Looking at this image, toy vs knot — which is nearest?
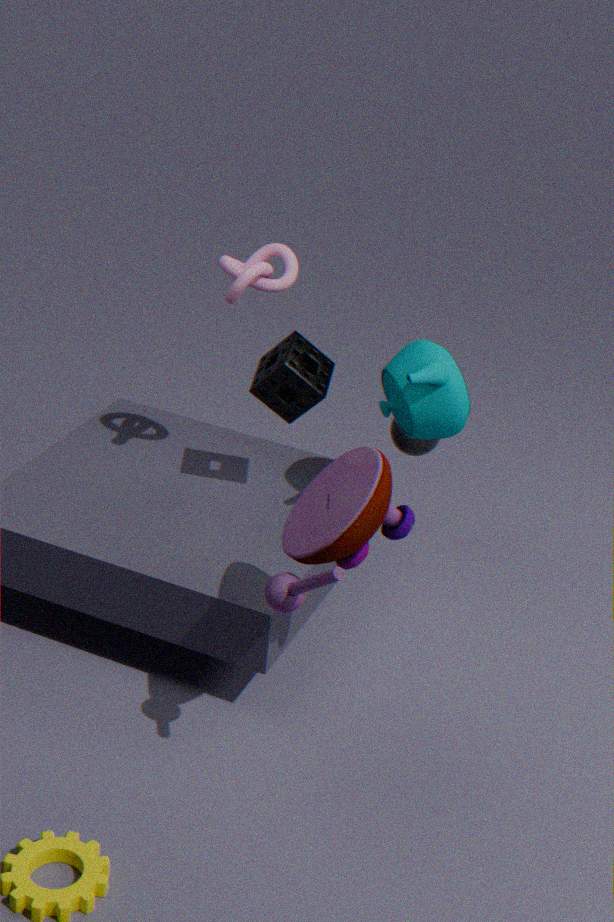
toy
